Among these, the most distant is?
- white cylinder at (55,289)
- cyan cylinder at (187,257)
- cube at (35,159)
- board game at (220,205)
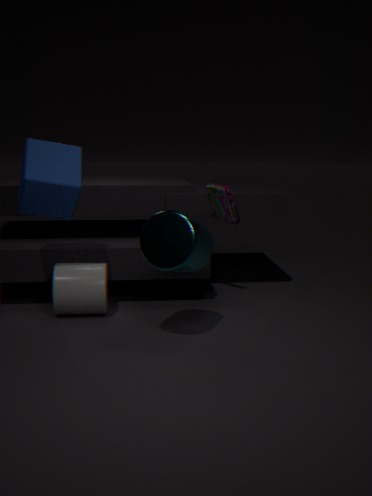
board game at (220,205)
